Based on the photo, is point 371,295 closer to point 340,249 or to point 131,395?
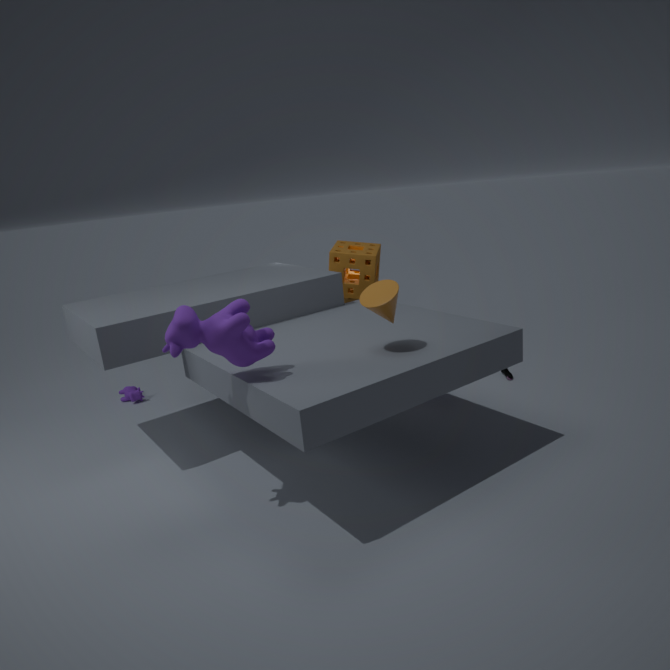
point 340,249
